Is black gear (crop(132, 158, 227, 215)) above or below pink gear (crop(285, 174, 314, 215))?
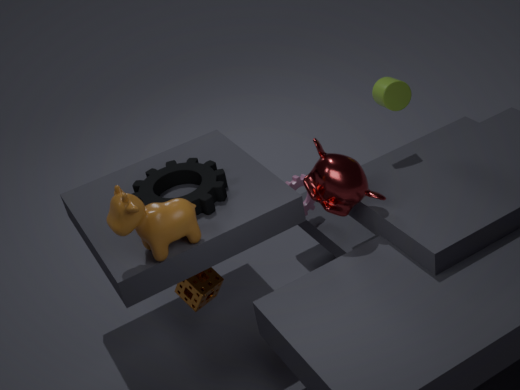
above
